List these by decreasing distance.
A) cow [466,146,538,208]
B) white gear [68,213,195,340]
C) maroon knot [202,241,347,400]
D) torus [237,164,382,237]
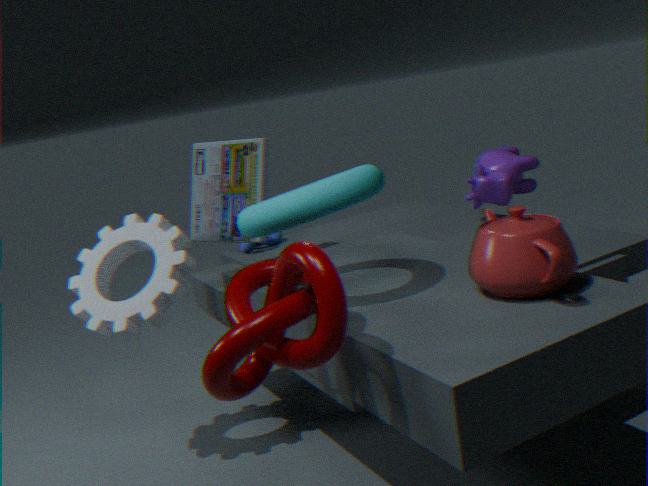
cow [466,146,538,208]
white gear [68,213,195,340]
torus [237,164,382,237]
maroon knot [202,241,347,400]
